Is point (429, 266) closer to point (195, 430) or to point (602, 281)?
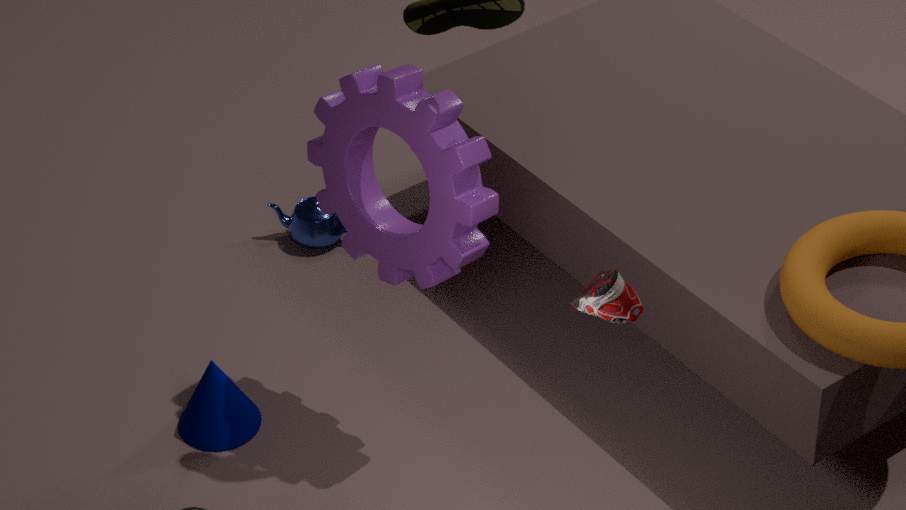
point (195, 430)
